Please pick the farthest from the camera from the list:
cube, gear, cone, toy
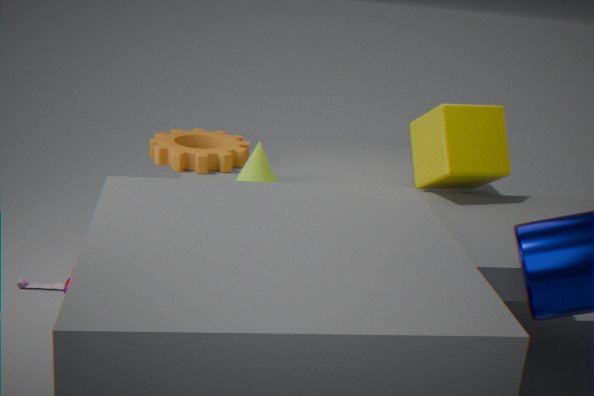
gear
